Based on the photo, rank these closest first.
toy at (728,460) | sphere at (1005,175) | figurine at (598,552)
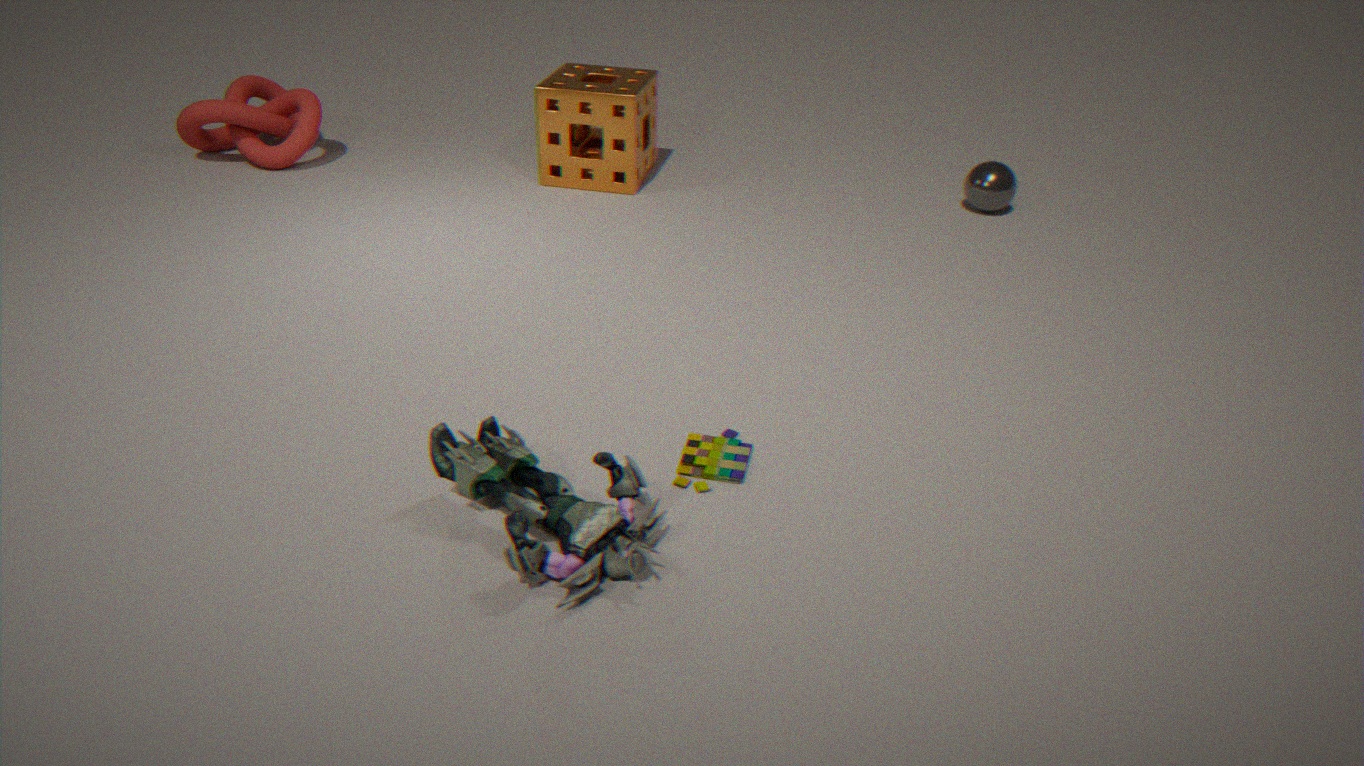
figurine at (598,552) < toy at (728,460) < sphere at (1005,175)
